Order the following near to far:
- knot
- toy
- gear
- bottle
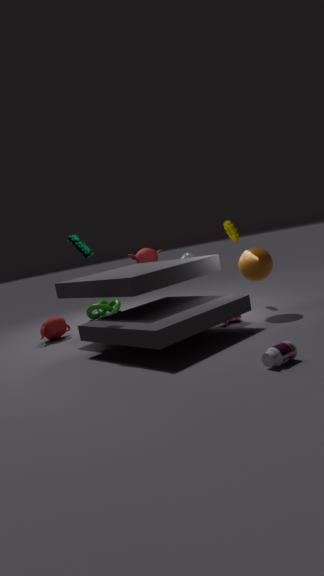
bottle
toy
gear
knot
